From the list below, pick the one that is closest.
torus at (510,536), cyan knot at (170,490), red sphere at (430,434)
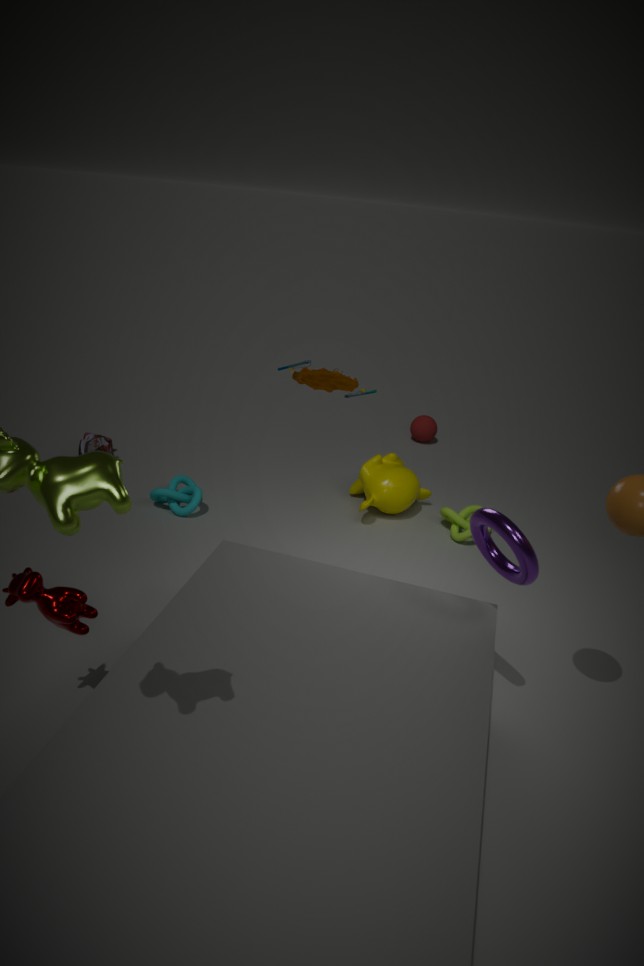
torus at (510,536)
